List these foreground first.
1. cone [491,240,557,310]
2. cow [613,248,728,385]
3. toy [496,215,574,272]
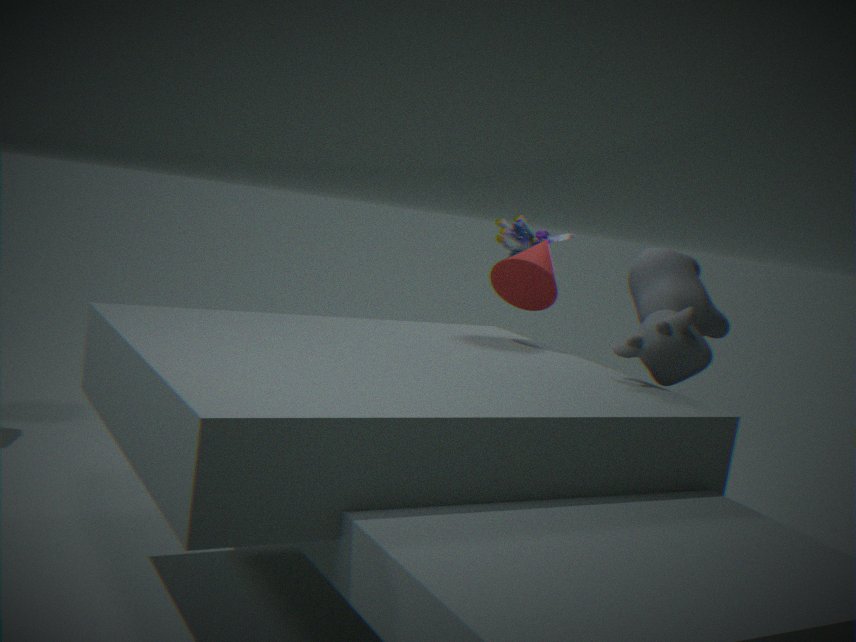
1. cow [613,248,728,385]
2. cone [491,240,557,310]
3. toy [496,215,574,272]
